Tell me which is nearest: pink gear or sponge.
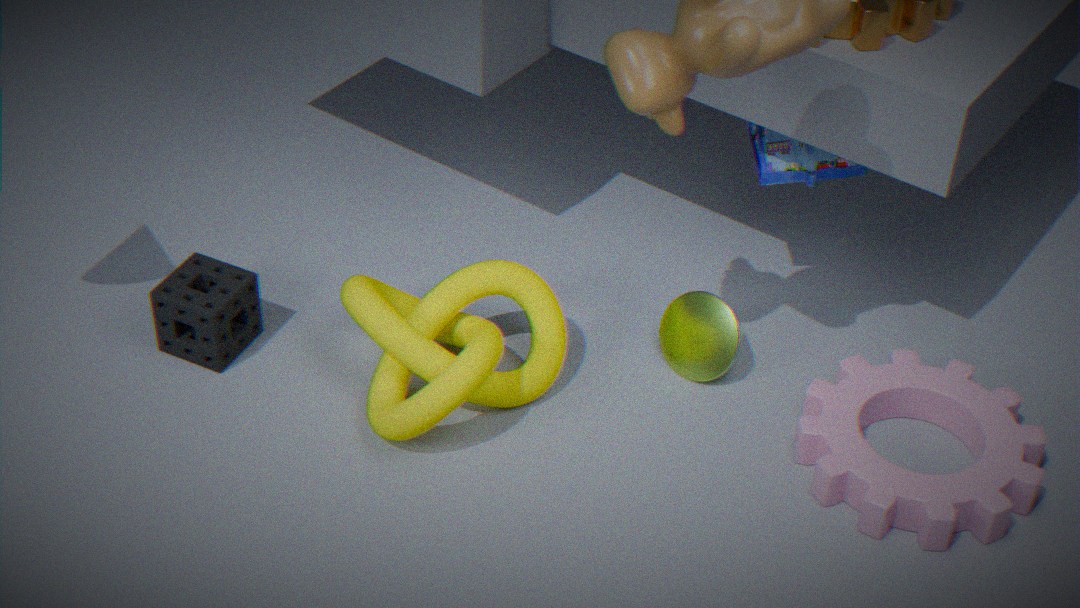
pink gear
